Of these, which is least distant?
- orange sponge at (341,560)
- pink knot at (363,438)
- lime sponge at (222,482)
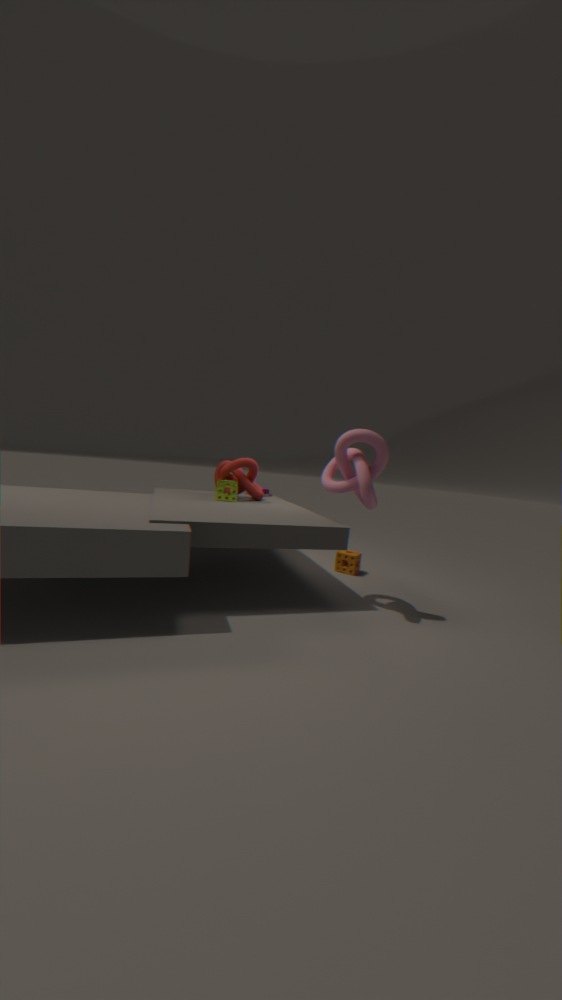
pink knot at (363,438)
